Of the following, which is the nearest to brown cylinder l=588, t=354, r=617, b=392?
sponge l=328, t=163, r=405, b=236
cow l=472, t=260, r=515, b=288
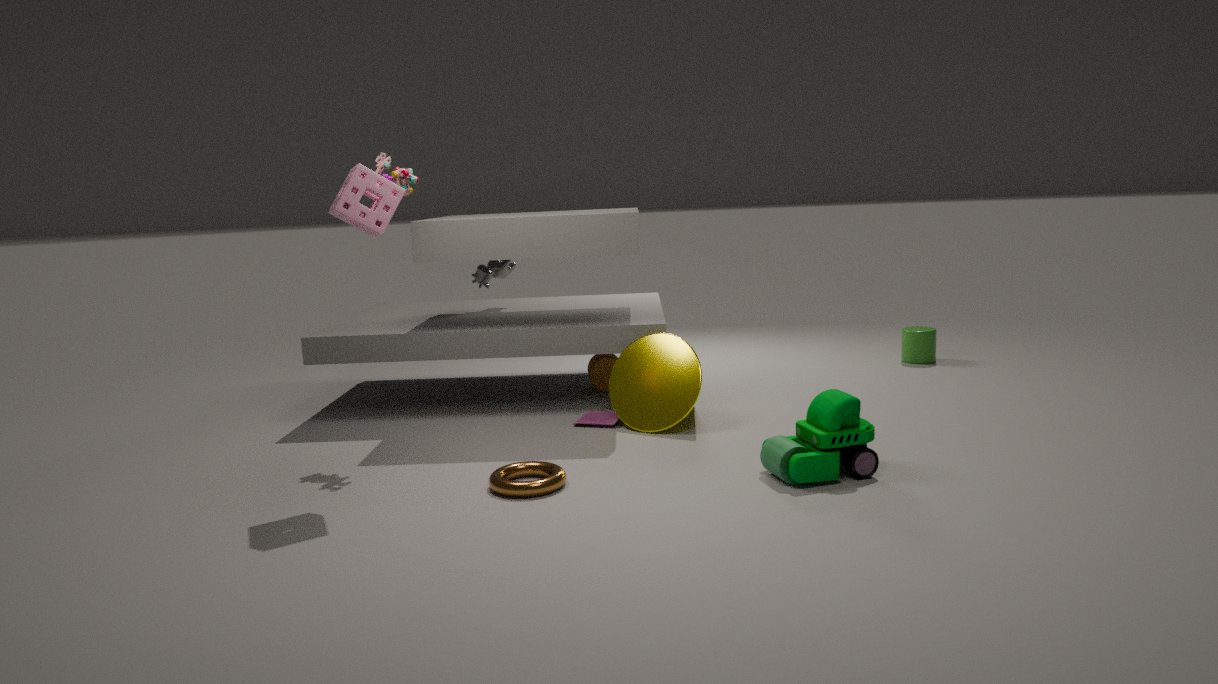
cow l=472, t=260, r=515, b=288
